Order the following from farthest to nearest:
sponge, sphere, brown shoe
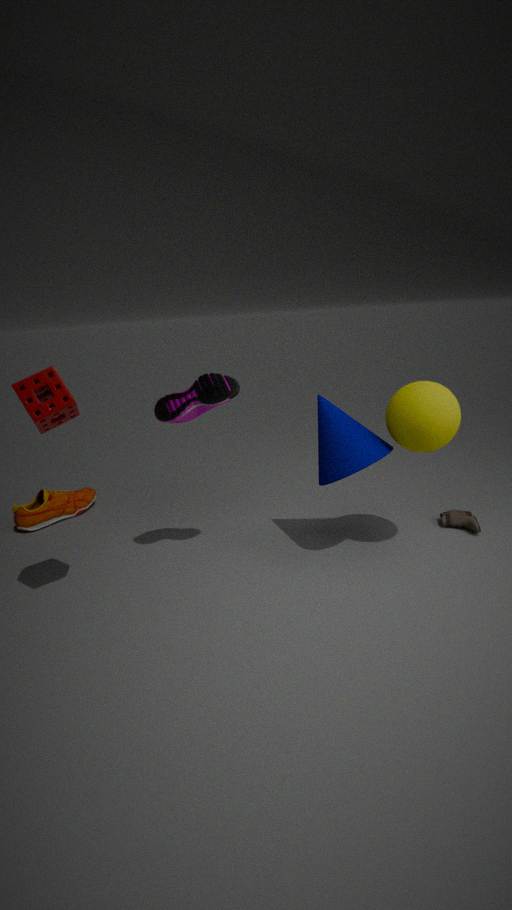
brown shoe → sphere → sponge
